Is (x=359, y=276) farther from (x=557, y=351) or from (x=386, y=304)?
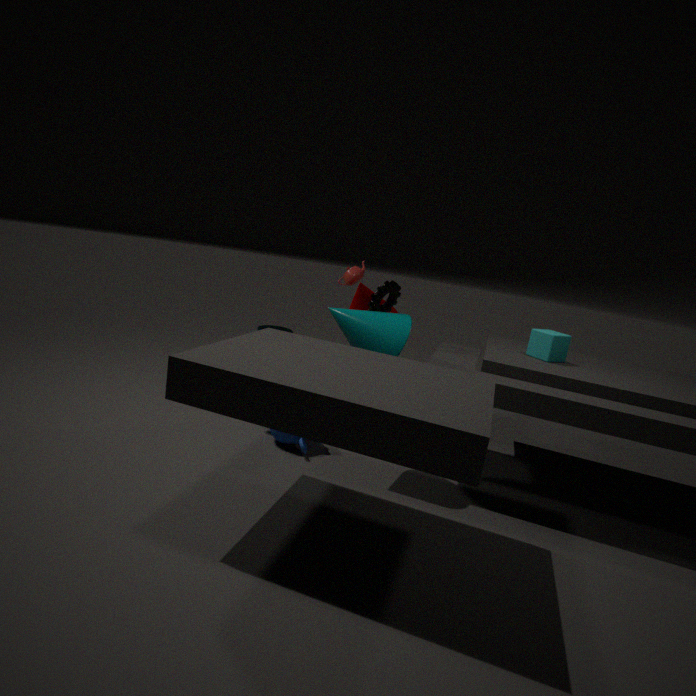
(x=557, y=351)
